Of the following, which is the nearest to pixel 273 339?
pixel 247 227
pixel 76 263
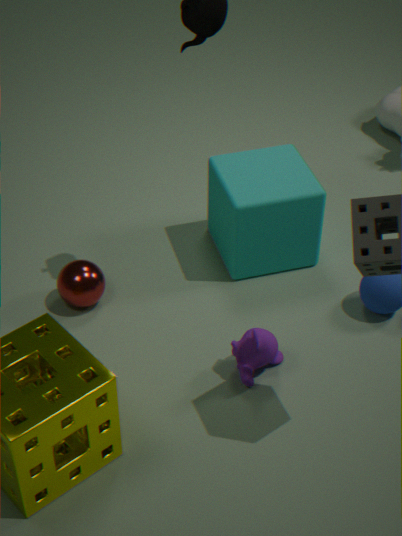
pixel 247 227
